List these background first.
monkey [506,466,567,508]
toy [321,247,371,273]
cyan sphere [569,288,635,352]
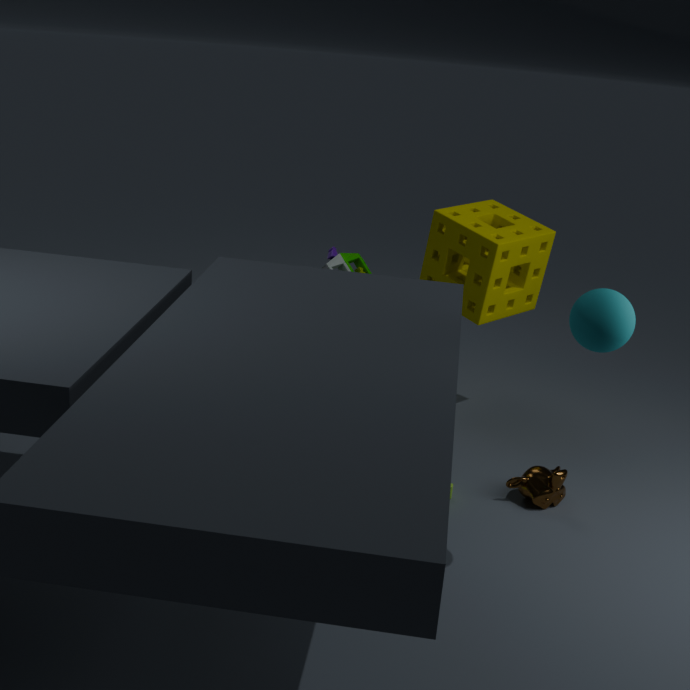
toy [321,247,371,273], monkey [506,466,567,508], cyan sphere [569,288,635,352]
